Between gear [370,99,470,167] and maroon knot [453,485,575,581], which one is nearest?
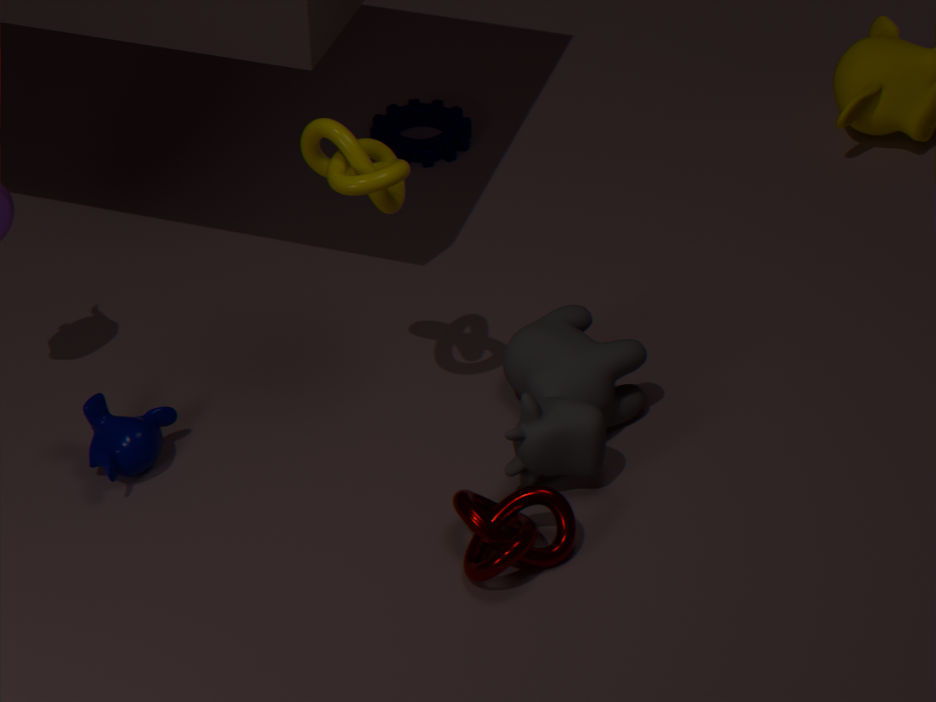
maroon knot [453,485,575,581]
